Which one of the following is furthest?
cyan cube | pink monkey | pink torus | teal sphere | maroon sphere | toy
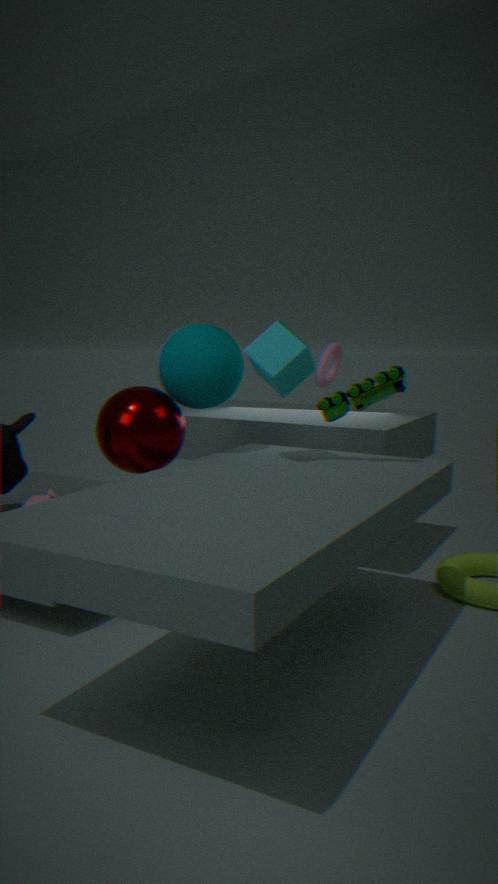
pink torus
